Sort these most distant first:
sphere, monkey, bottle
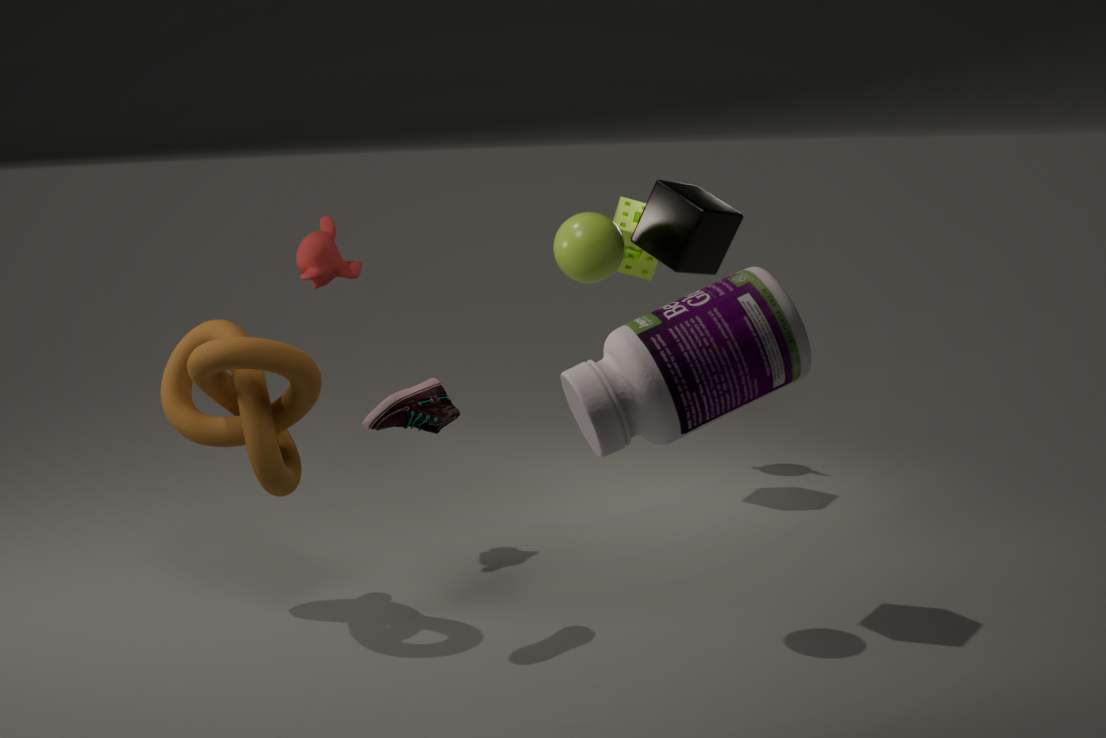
monkey, sphere, bottle
